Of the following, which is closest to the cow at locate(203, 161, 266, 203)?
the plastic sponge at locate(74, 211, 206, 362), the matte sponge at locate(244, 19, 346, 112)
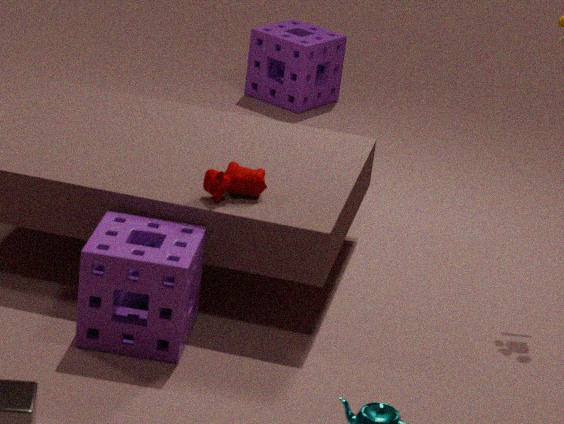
the plastic sponge at locate(74, 211, 206, 362)
